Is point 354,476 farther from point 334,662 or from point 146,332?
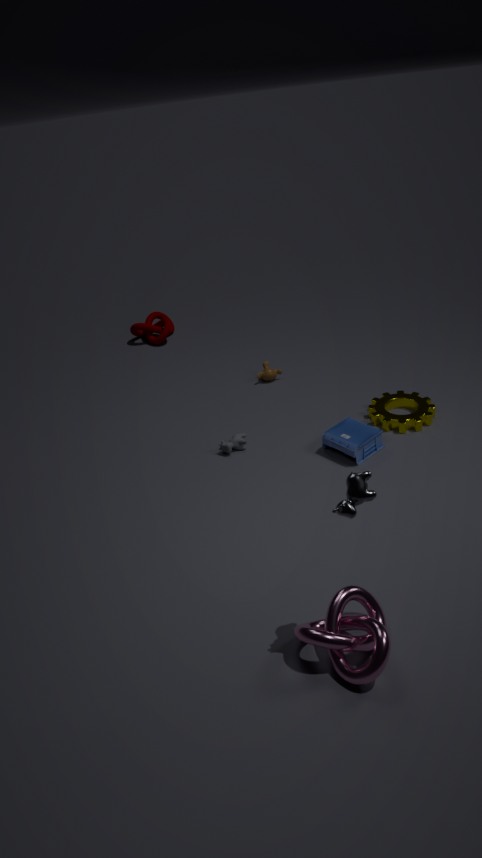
point 146,332
